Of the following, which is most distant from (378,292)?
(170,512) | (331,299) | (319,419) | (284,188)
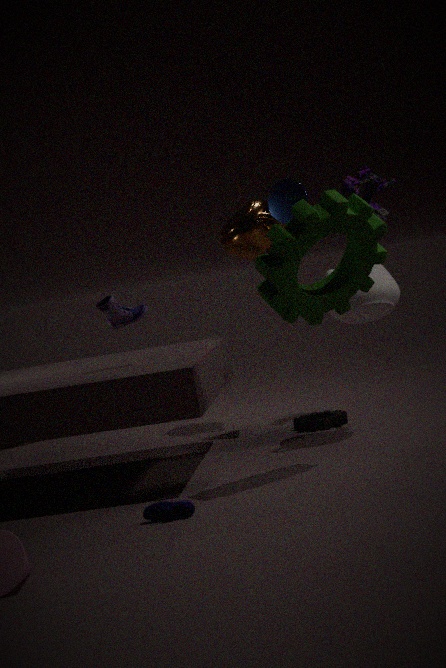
(170,512)
